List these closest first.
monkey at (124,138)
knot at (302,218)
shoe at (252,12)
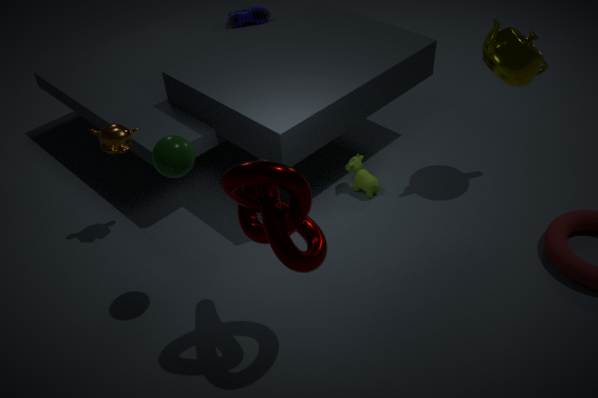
1. knot at (302,218)
2. monkey at (124,138)
3. shoe at (252,12)
